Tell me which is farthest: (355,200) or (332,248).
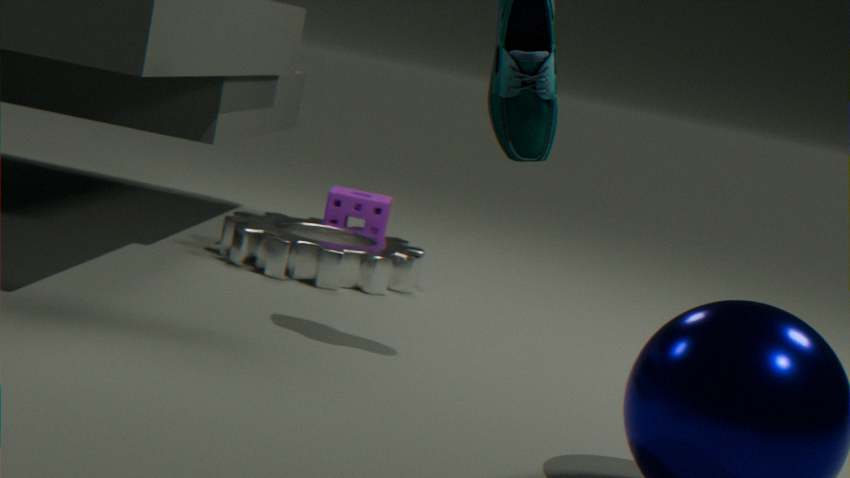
(355,200)
